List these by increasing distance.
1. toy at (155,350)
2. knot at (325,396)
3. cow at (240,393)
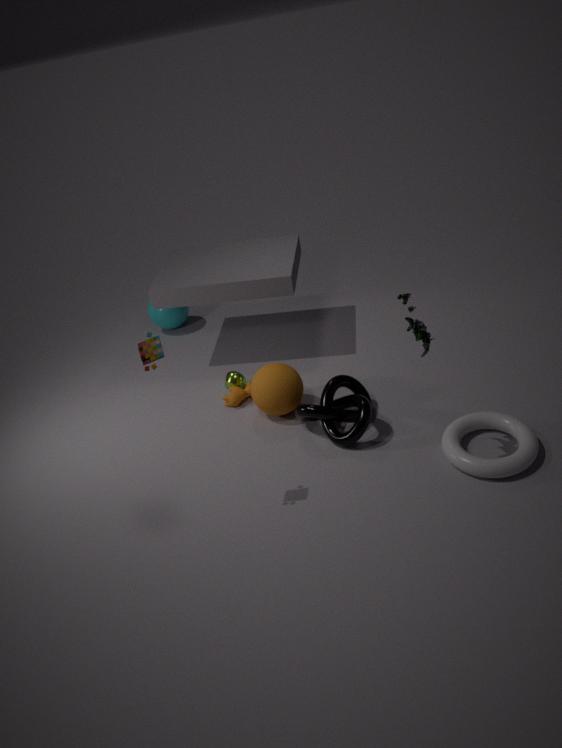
toy at (155,350) → knot at (325,396) → cow at (240,393)
